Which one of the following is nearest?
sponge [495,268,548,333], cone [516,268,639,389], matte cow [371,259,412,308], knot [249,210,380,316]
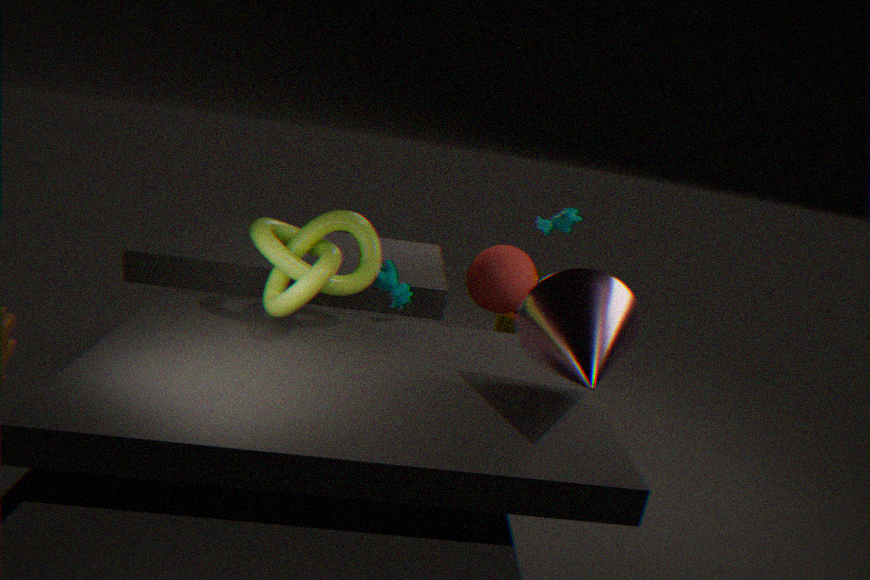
cone [516,268,639,389]
